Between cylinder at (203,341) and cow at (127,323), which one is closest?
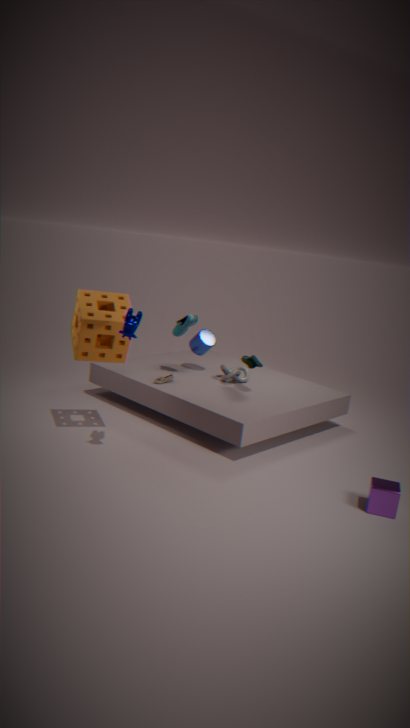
cow at (127,323)
